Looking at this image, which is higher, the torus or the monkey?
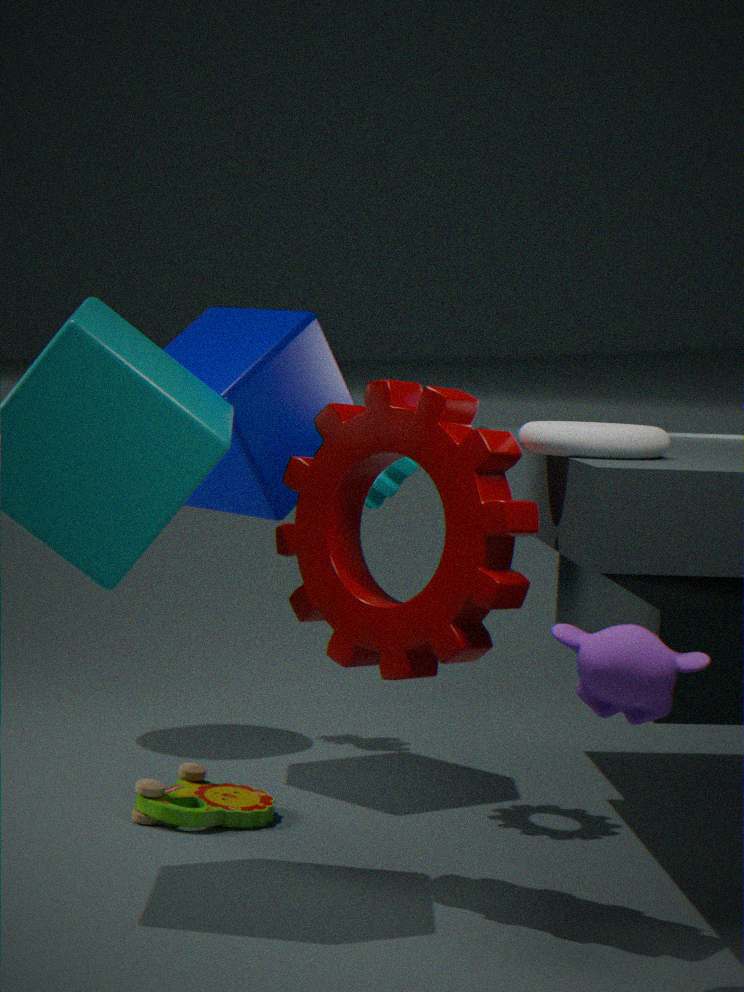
the torus
